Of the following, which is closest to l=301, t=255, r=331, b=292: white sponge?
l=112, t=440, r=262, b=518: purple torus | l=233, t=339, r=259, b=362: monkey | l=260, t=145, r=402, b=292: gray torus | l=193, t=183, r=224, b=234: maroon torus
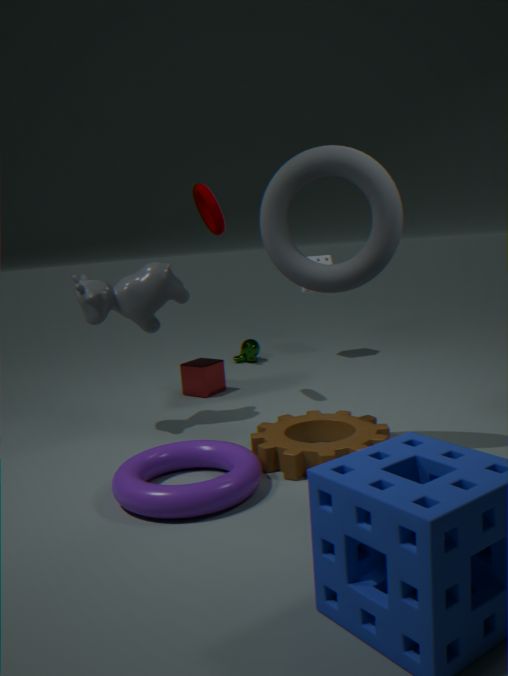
l=233, t=339, r=259, b=362: monkey
